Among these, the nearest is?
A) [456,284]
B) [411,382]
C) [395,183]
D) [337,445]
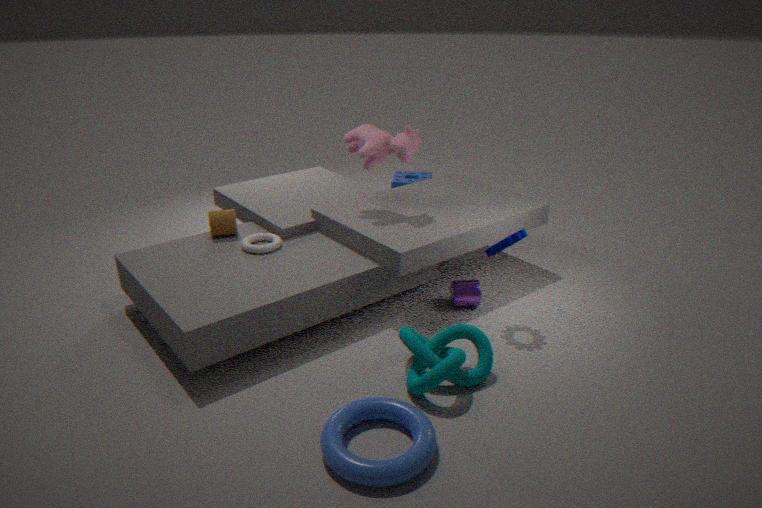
[337,445]
